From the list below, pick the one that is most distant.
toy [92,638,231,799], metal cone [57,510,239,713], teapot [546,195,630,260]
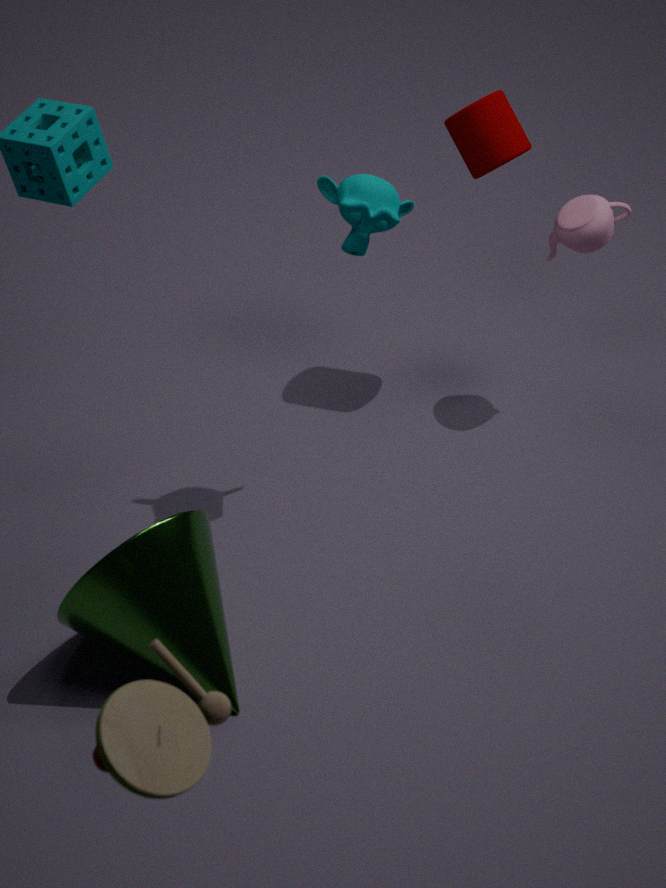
teapot [546,195,630,260]
